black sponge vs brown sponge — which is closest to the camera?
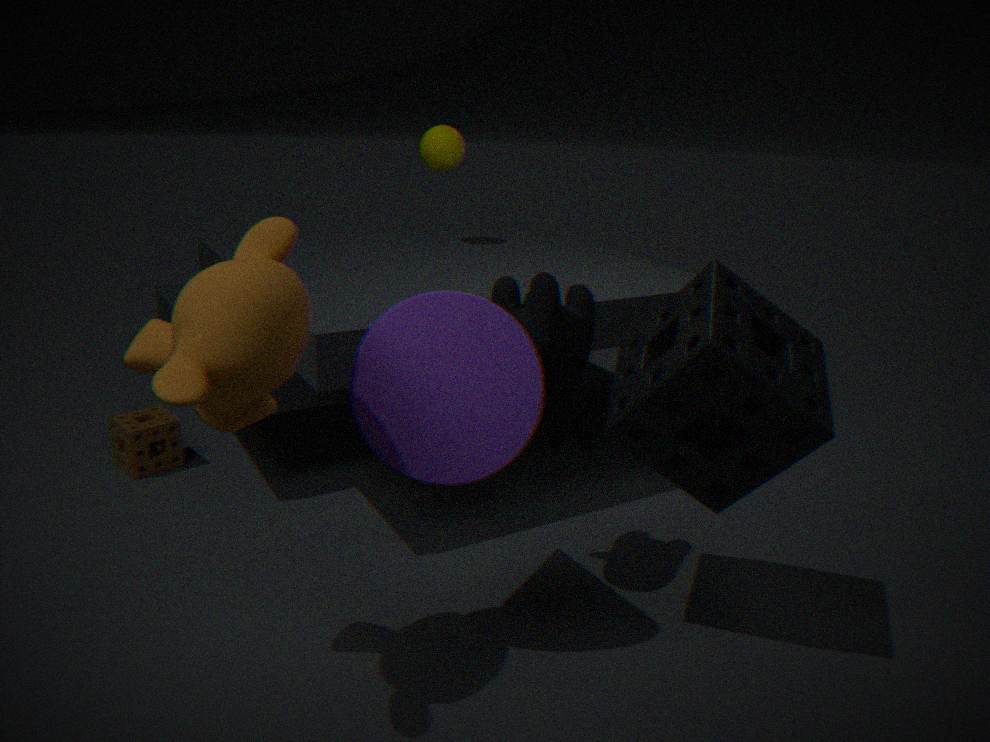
black sponge
